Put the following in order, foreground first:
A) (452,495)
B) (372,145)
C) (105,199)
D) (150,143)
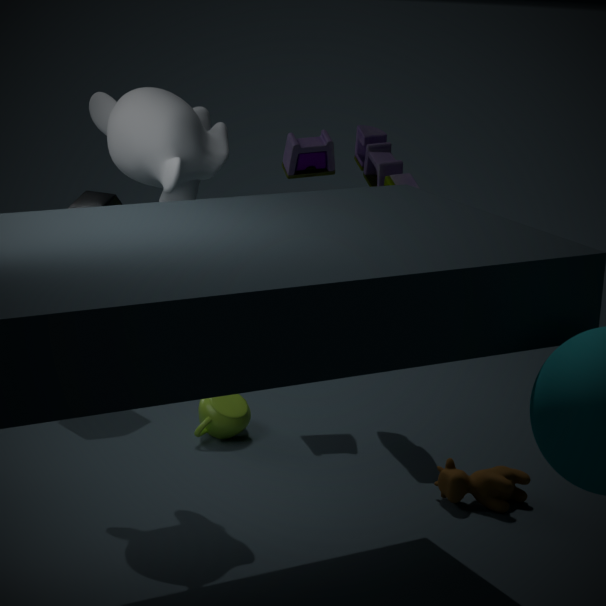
(150,143), (452,495), (372,145), (105,199)
